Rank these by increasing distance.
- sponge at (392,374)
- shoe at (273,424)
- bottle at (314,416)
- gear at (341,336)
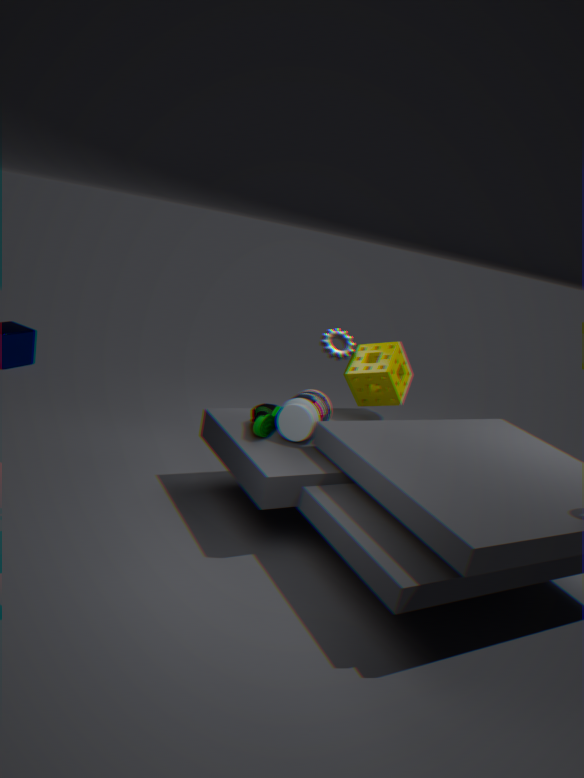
shoe at (273,424)
bottle at (314,416)
sponge at (392,374)
gear at (341,336)
